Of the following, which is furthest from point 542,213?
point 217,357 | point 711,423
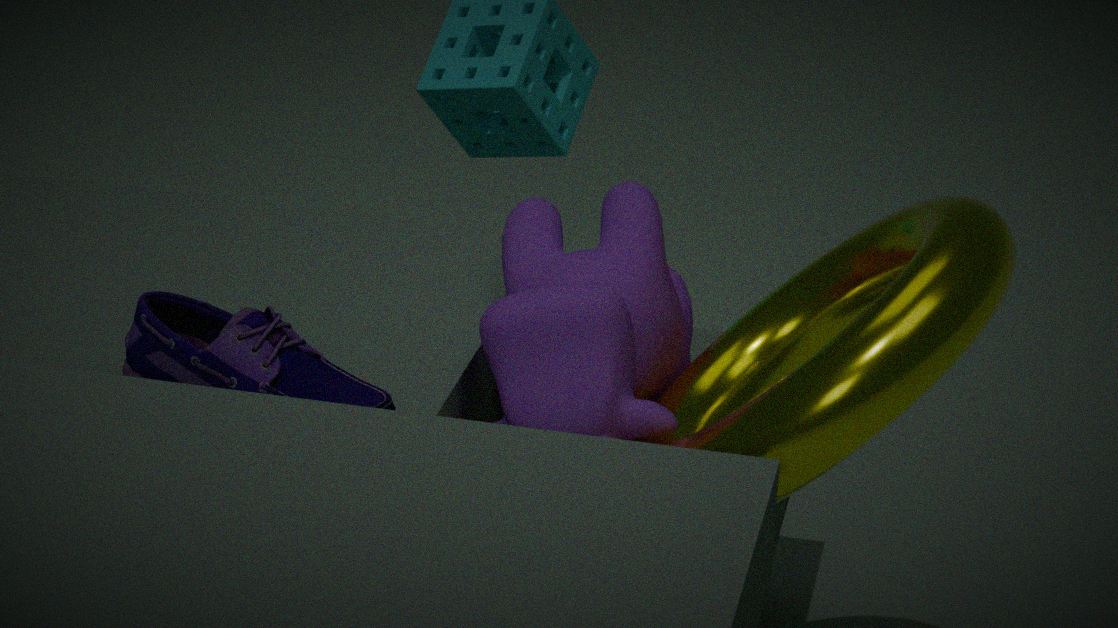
point 217,357
